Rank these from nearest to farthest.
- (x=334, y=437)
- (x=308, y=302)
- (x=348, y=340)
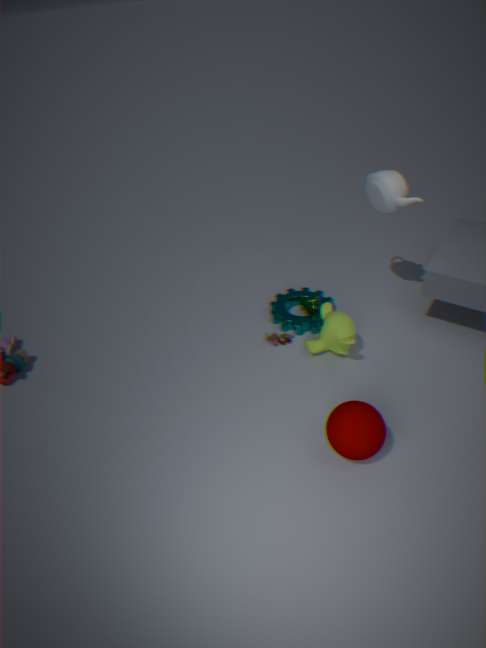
1. (x=334, y=437)
2. (x=348, y=340)
3. (x=308, y=302)
